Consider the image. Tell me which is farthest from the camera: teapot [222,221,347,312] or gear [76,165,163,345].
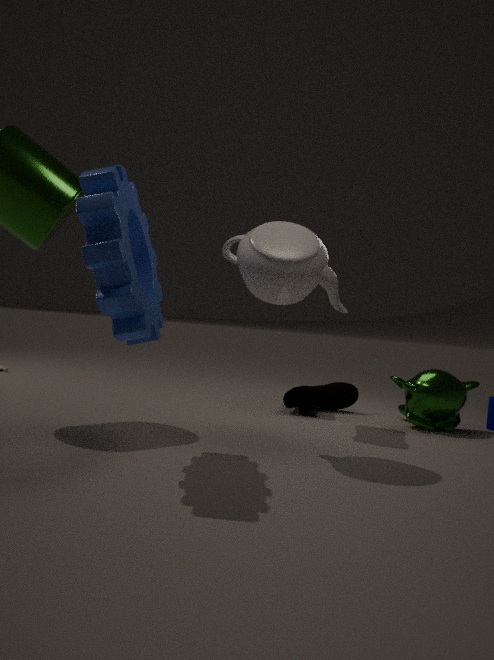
teapot [222,221,347,312]
